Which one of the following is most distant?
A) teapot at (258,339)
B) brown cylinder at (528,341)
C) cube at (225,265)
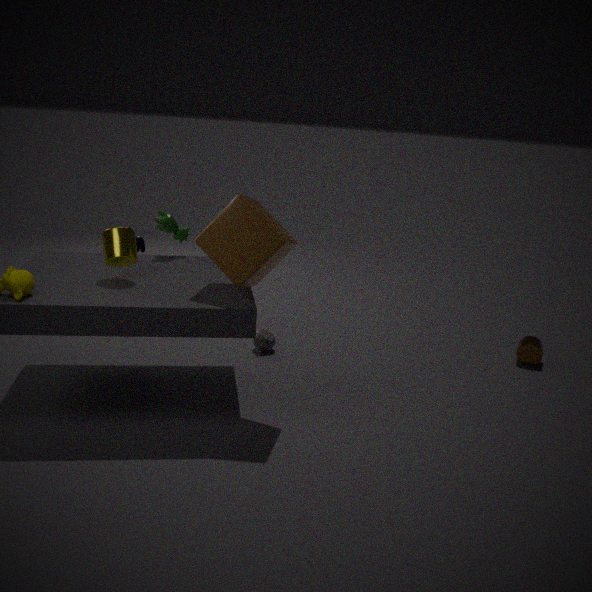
brown cylinder at (528,341)
